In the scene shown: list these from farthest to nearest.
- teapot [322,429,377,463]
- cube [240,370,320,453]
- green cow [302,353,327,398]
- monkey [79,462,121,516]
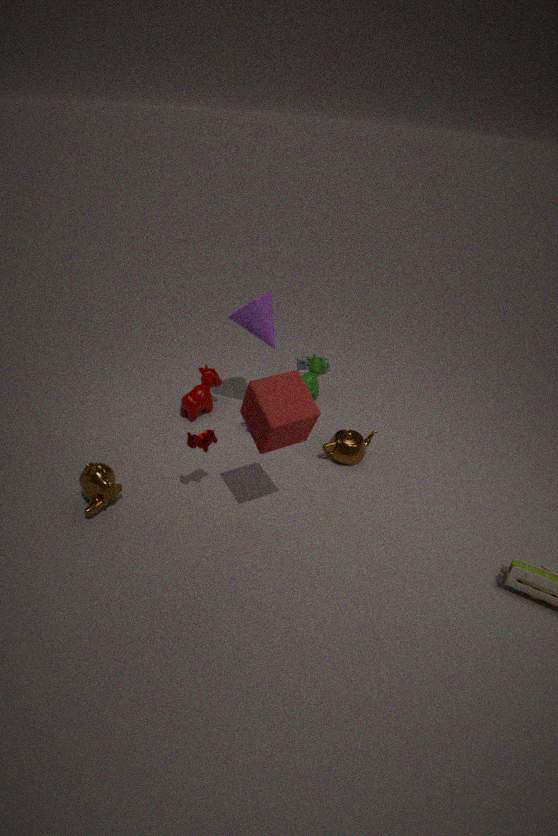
green cow [302,353,327,398] → teapot [322,429,377,463] → monkey [79,462,121,516] → cube [240,370,320,453]
